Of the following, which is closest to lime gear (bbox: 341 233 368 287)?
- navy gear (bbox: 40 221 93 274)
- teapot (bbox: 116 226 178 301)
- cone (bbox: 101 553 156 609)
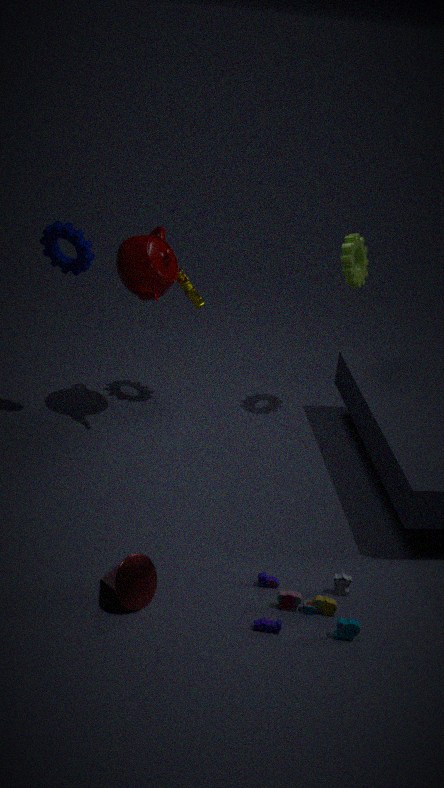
teapot (bbox: 116 226 178 301)
